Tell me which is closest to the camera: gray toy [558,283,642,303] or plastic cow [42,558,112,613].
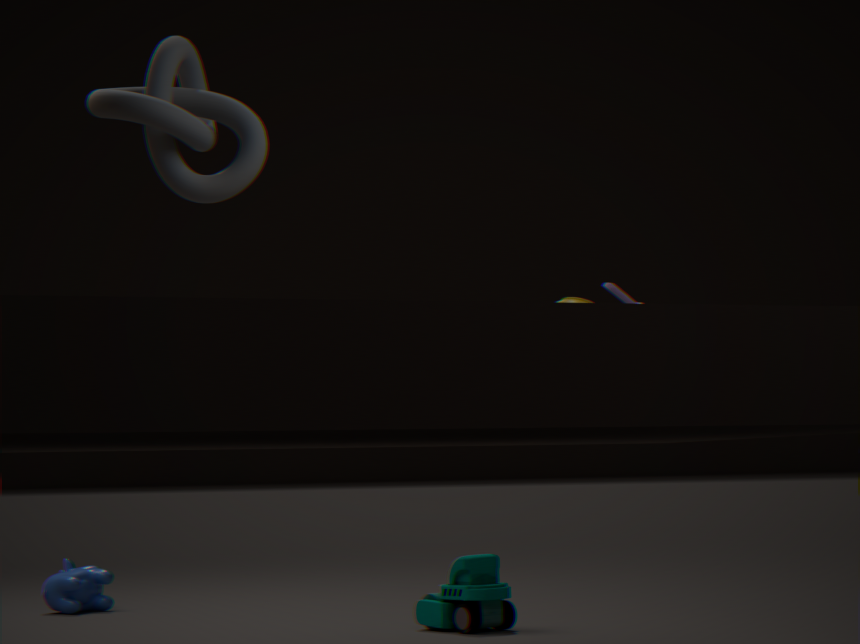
gray toy [558,283,642,303]
